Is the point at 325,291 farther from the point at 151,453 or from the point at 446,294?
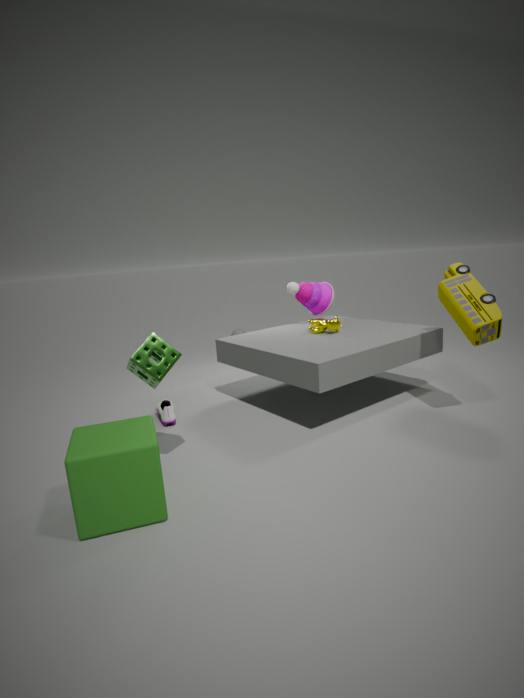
the point at 151,453
